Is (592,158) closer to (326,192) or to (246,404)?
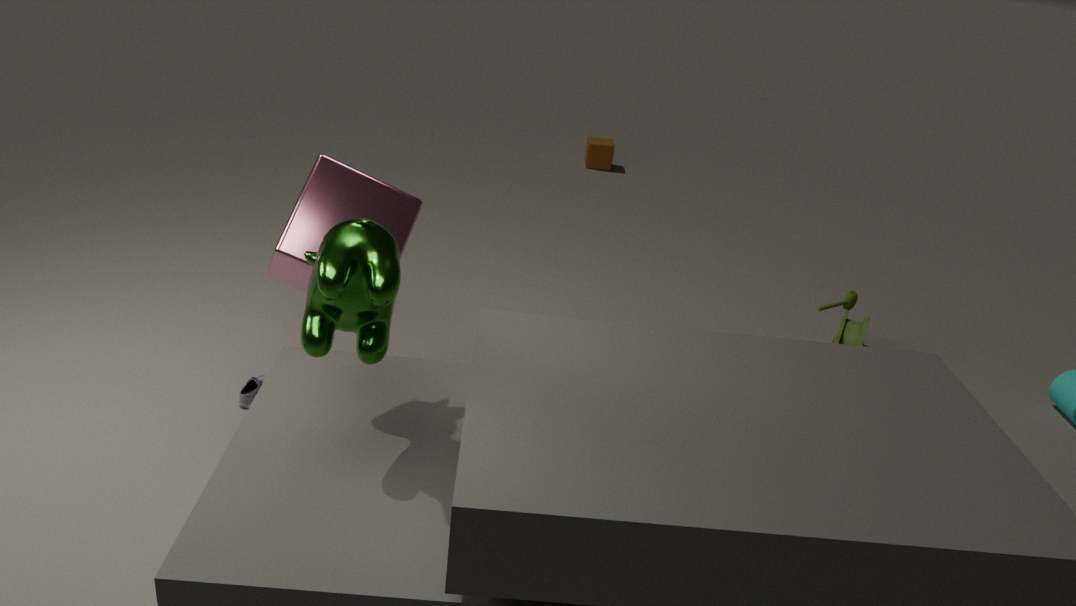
(326,192)
